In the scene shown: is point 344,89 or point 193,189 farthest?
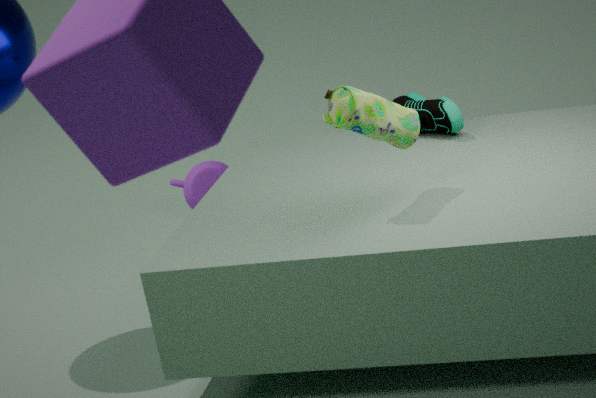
point 193,189
